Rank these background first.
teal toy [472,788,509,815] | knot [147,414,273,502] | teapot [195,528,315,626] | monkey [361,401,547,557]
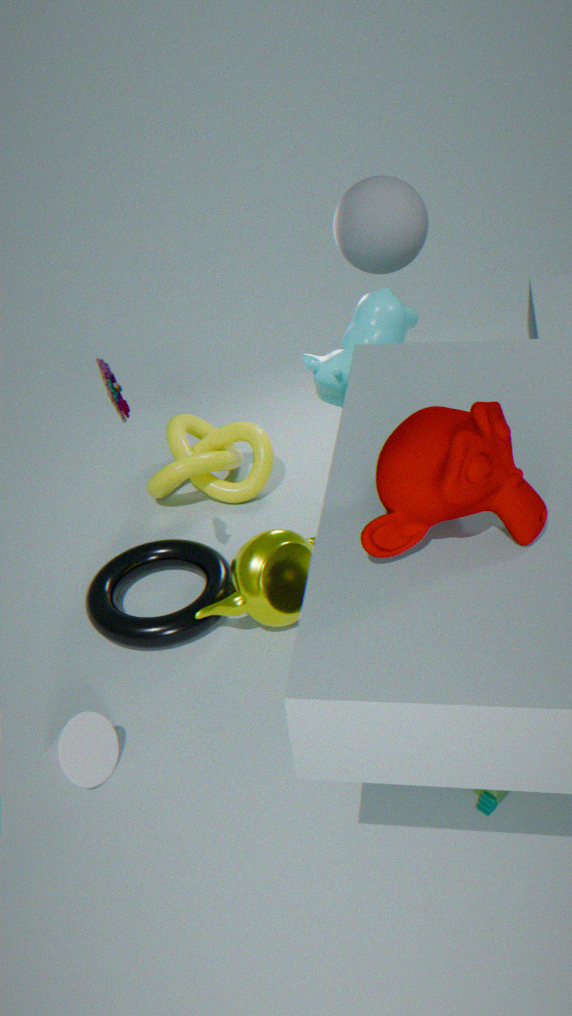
1. knot [147,414,273,502]
2. teapot [195,528,315,626]
3. teal toy [472,788,509,815]
4. monkey [361,401,547,557]
